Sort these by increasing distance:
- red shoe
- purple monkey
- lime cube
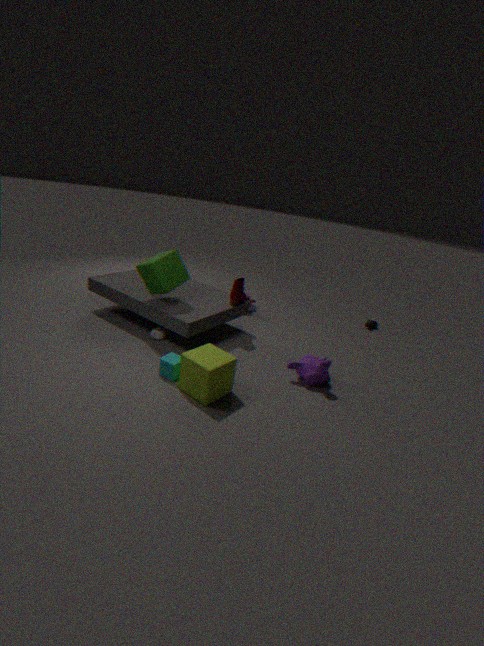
1. lime cube
2. purple monkey
3. red shoe
